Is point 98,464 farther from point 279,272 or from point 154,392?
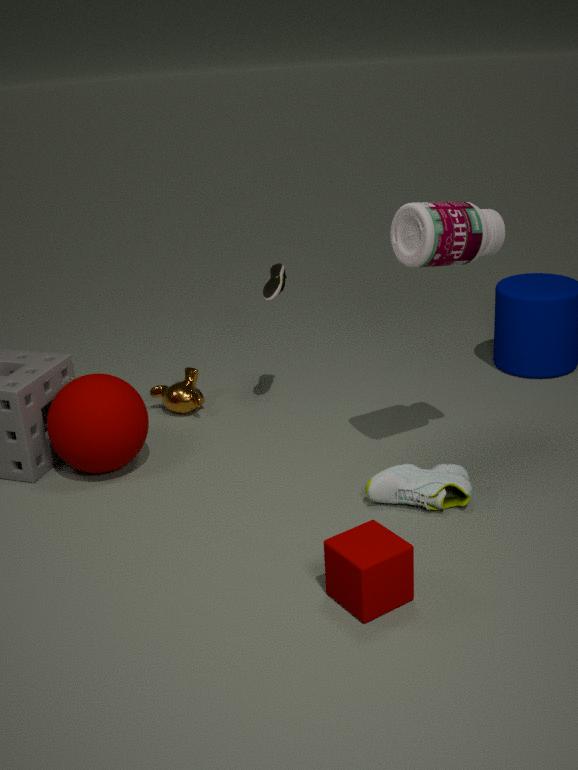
point 279,272
